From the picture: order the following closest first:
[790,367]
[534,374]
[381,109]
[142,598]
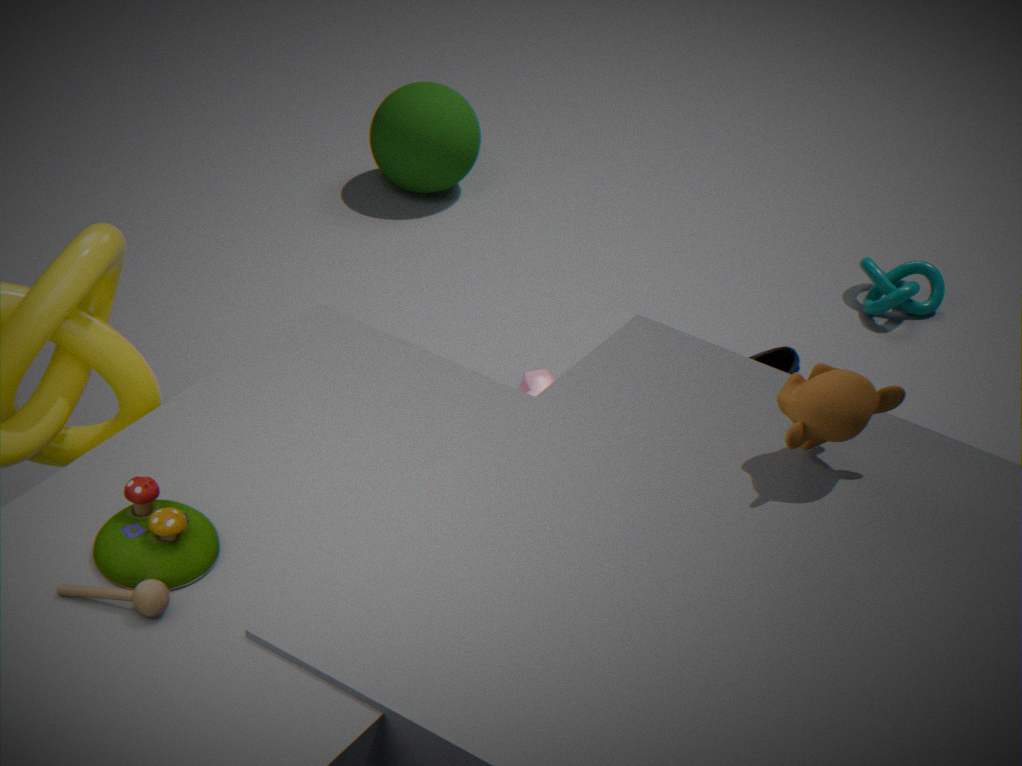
[142,598]
[534,374]
[790,367]
[381,109]
